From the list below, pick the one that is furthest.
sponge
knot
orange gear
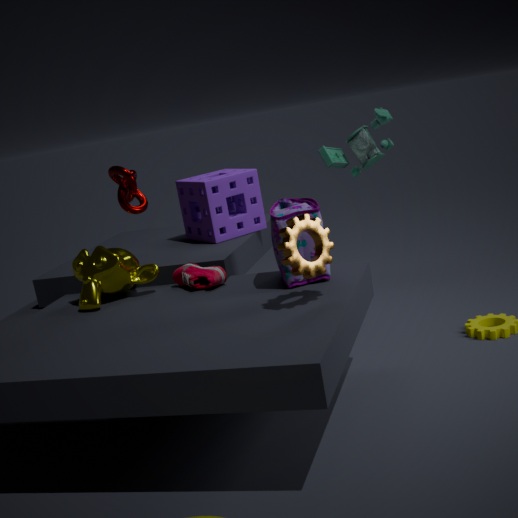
sponge
